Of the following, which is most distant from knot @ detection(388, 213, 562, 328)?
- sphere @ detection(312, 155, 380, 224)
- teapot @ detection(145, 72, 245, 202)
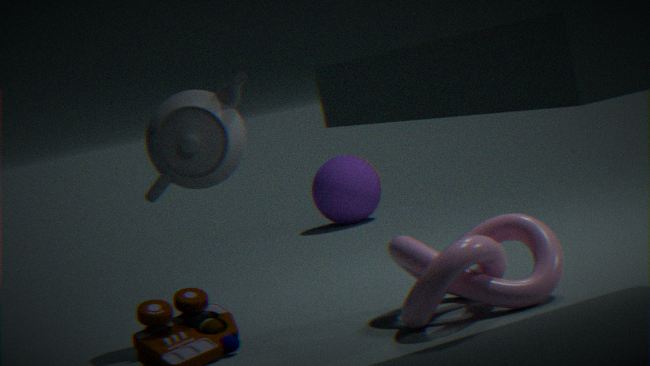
sphere @ detection(312, 155, 380, 224)
